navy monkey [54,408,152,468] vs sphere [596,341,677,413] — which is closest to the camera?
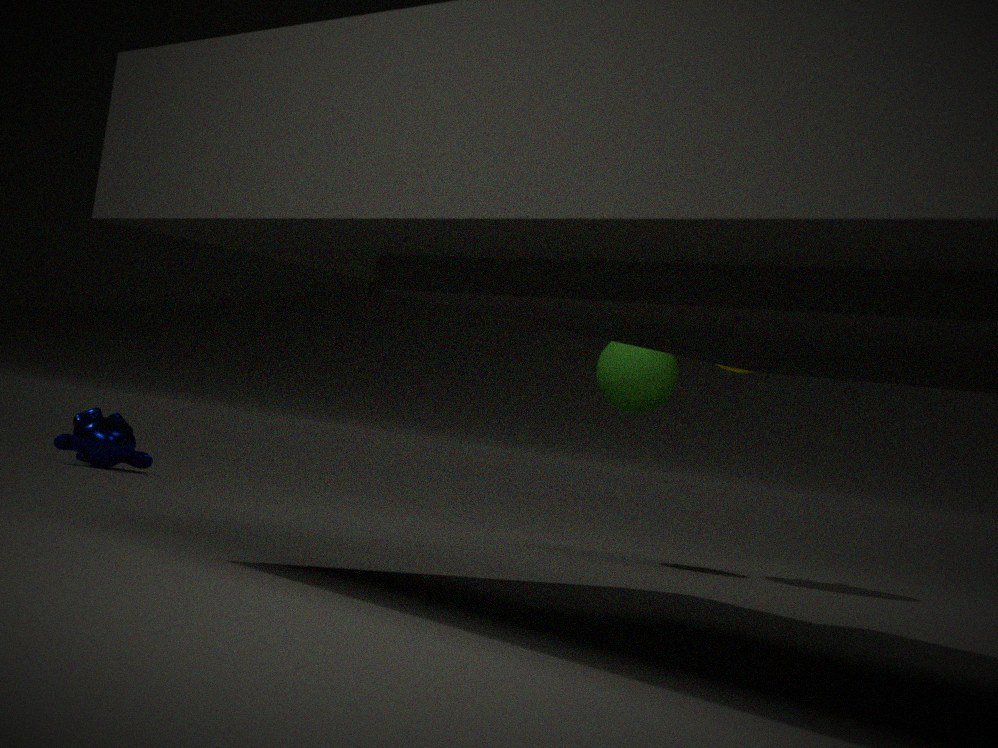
sphere [596,341,677,413]
